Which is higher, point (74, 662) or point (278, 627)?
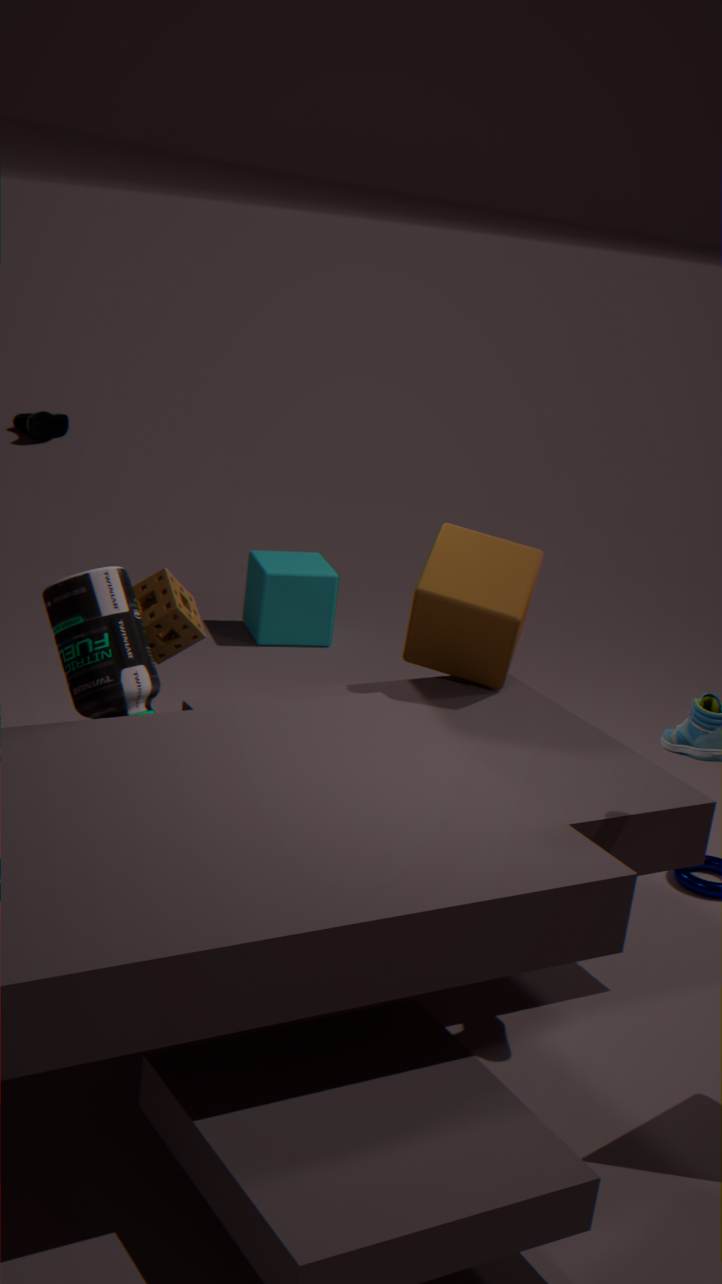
point (74, 662)
